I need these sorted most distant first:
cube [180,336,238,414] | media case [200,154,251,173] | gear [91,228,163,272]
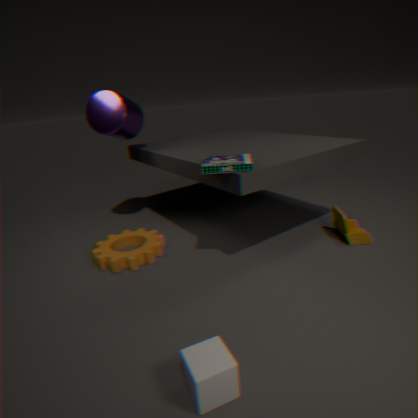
gear [91,228,163,272], media case [200,154,251,173], cube [180,336,238,414]
